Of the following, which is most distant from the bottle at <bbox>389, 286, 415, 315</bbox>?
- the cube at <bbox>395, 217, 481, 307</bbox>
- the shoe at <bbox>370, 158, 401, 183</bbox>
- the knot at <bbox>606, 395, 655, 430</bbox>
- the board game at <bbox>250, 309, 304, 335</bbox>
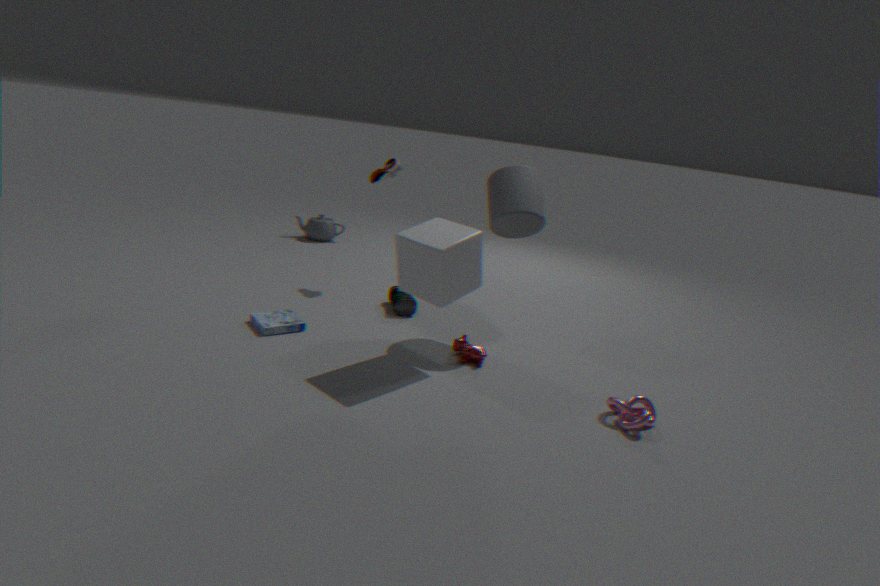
the knot at <bbox>606, 395, 655, 430</bbox>
